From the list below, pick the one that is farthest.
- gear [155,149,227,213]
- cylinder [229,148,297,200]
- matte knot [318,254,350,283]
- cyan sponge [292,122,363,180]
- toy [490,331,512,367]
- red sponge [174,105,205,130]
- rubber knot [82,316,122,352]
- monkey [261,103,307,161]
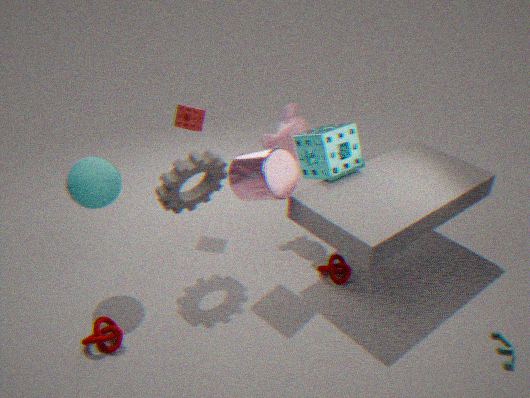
red sponge [174,105,205,130]
